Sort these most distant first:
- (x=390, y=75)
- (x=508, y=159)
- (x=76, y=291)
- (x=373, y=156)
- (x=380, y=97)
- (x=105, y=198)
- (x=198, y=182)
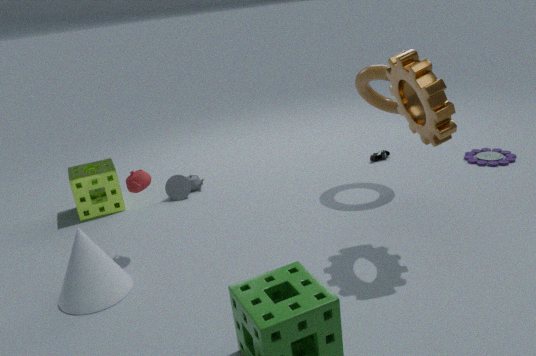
(x=373, y=156), (x=198, y=182), (x=508, y=159), (x=105, y=198), (x=380, y=97), (x=390, y=75), (x=76, y=291)
